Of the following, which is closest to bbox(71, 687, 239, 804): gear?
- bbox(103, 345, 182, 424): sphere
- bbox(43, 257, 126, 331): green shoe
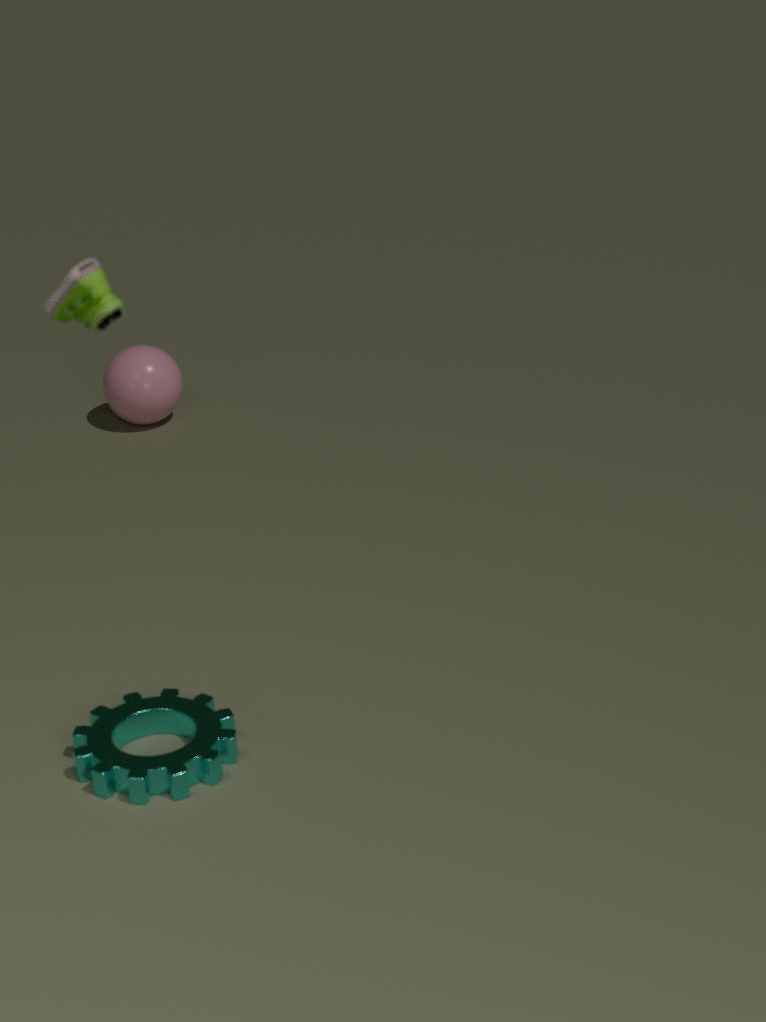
bbox(43, 257, 126, 331): green shoe
